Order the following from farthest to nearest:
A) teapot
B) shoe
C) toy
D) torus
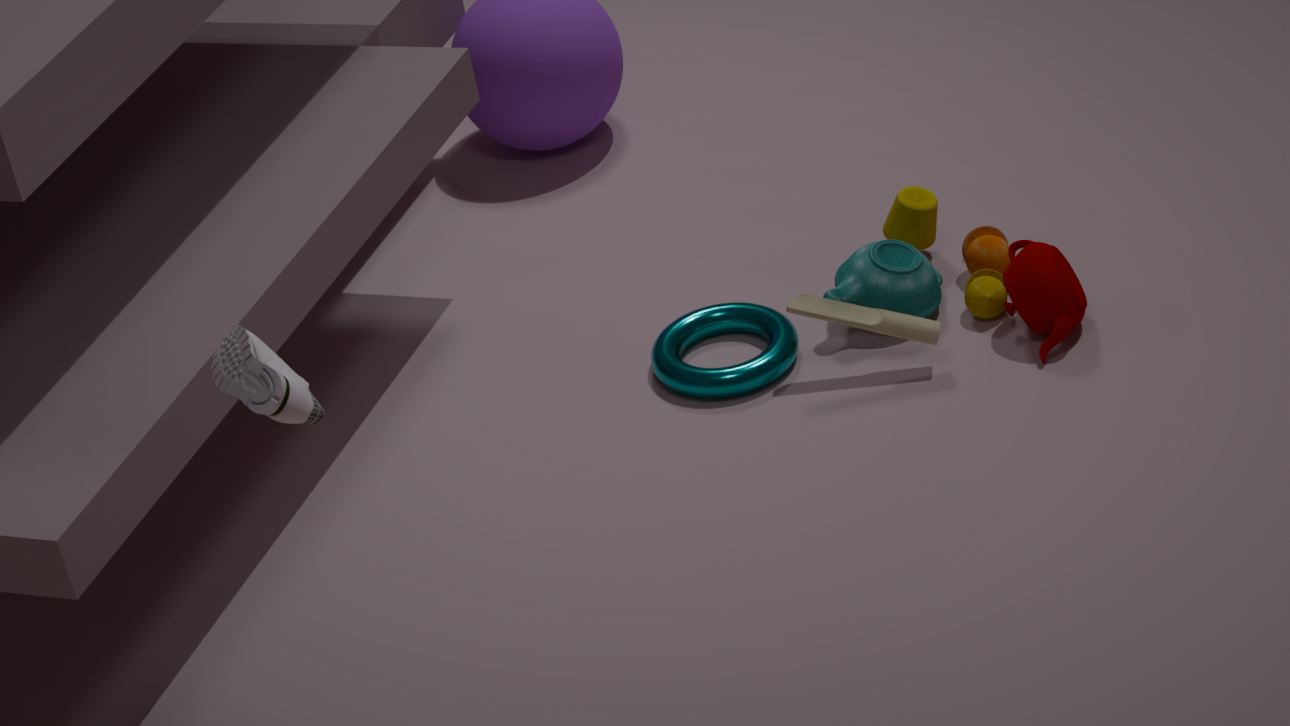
torus
toy
teapot
shoe
